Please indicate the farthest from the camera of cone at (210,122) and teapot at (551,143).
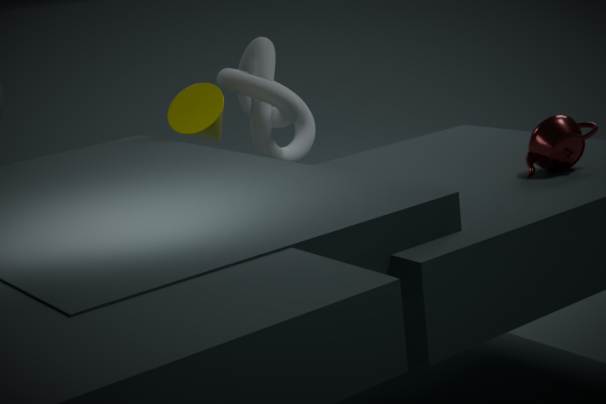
cone at (210,122)
